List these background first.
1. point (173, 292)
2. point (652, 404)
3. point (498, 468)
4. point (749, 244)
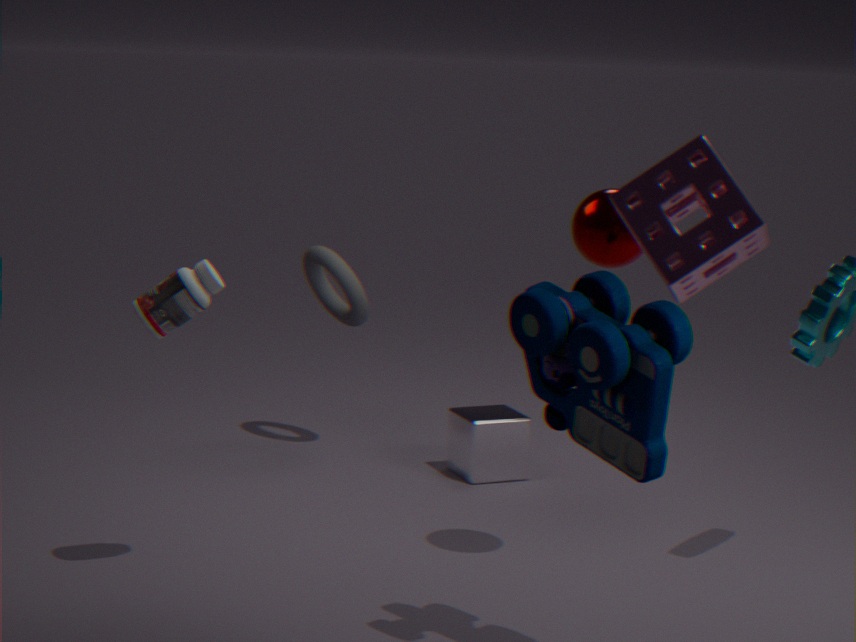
point (498, 468) < point (173, 292) < point (652, 404) < point (749, 244)
